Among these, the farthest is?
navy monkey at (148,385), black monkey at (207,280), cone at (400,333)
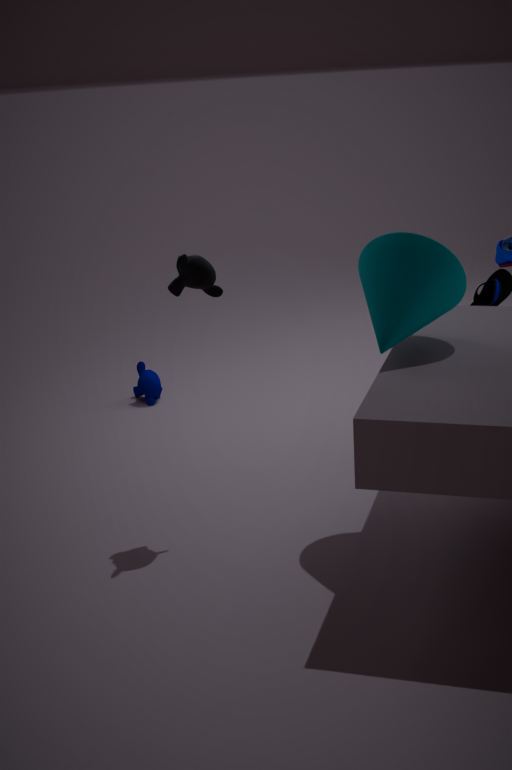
navy monkey at (148,385)
